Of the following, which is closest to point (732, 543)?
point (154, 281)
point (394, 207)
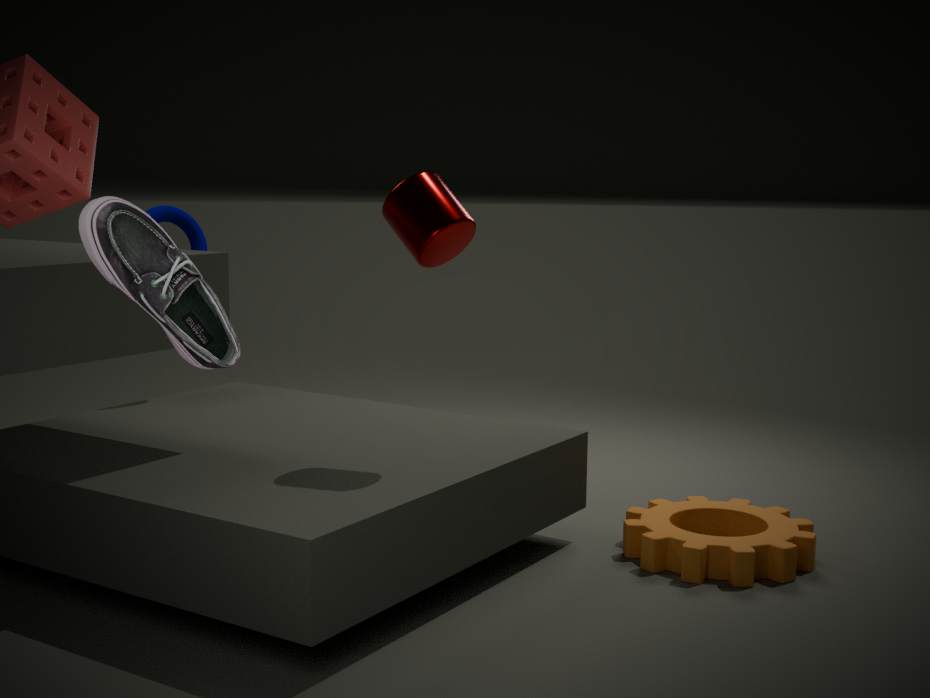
point (394, 207)
